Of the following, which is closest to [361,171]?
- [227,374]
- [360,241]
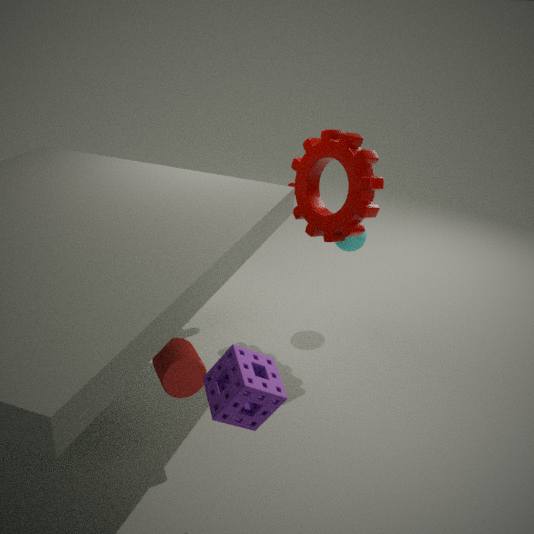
[360,241]
